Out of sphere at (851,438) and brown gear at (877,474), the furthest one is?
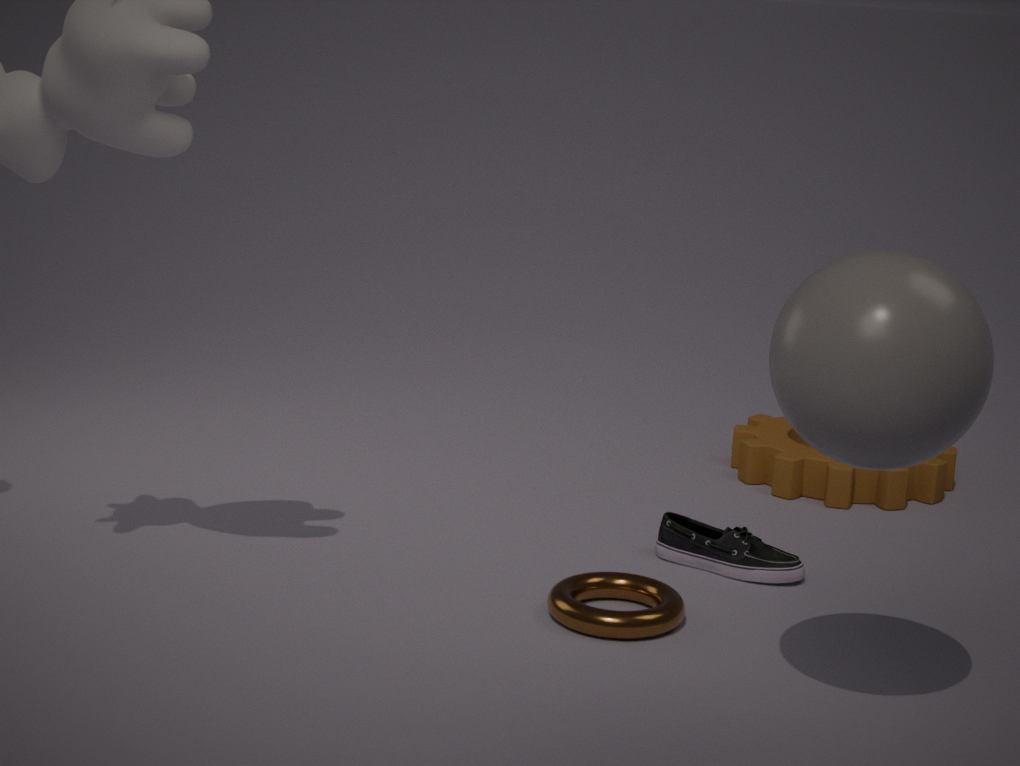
brown gear at (877,474)
